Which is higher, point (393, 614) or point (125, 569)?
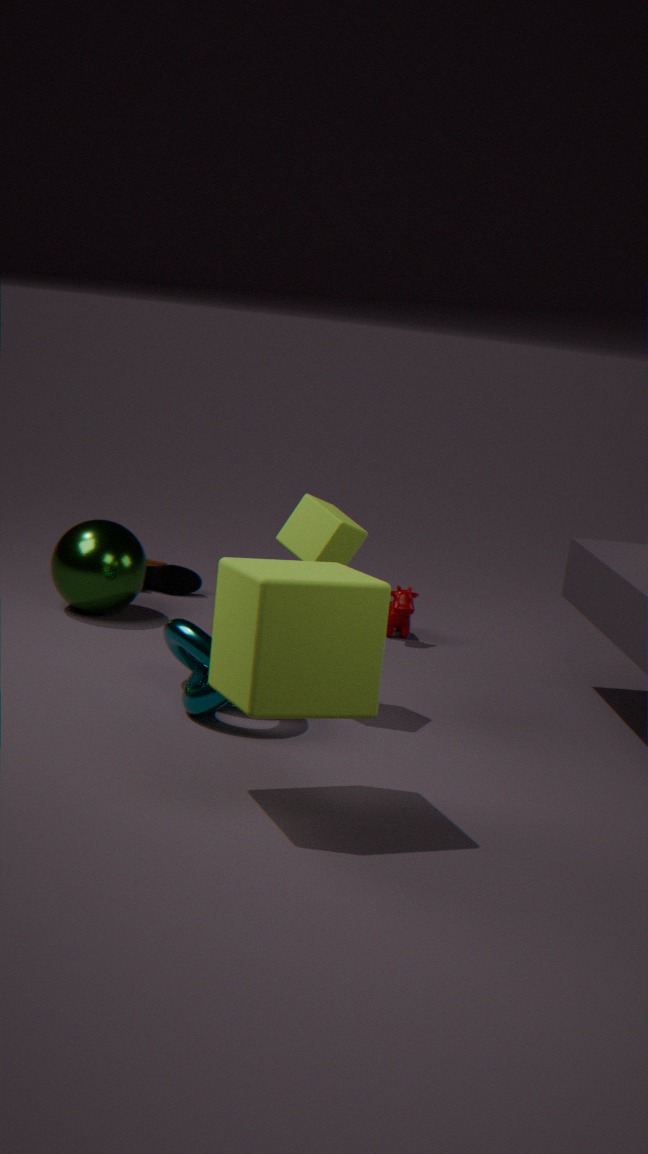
point (125, 569)
